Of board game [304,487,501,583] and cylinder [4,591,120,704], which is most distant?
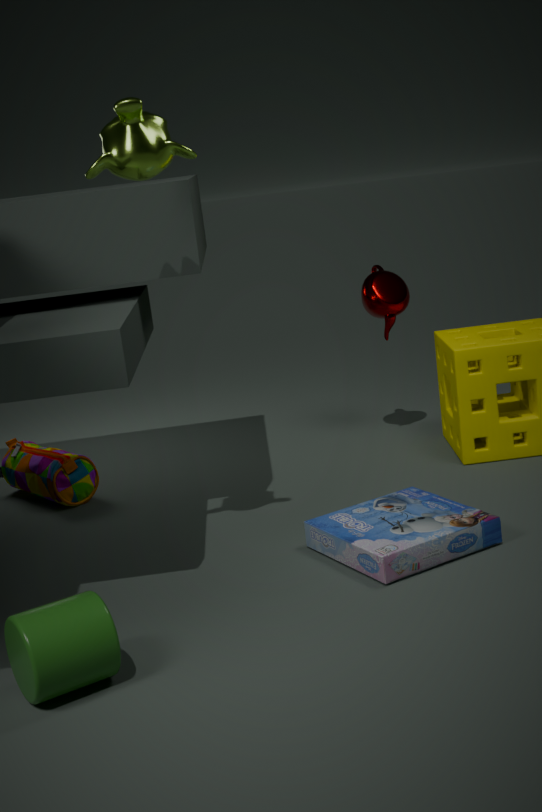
board game [304,487,501,583]
